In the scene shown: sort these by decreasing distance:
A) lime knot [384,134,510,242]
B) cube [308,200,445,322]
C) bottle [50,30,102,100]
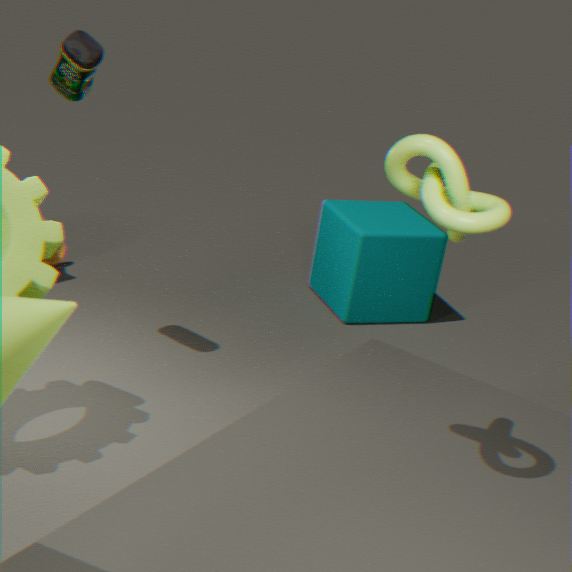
1. cube [308,200,445,322]
2. bottle [50,30,102,100]
3. lime knot [384,134,510,242]
